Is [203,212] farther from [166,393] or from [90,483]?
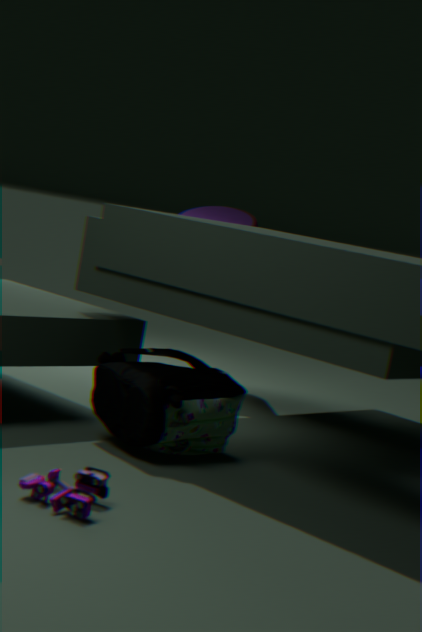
[90,483]
